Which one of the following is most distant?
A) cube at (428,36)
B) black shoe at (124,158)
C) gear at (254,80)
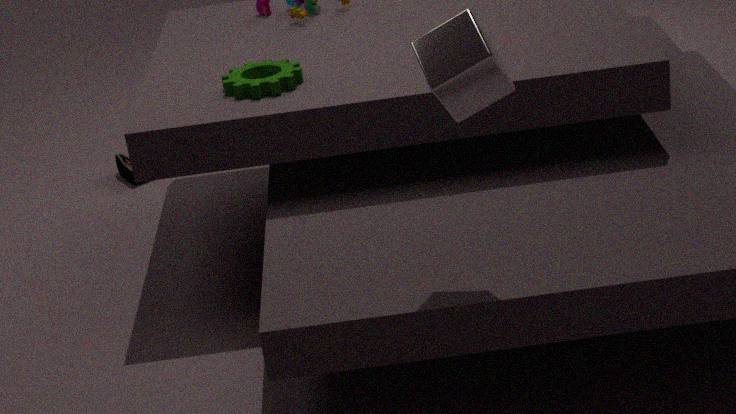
black shoe at (124,158)
